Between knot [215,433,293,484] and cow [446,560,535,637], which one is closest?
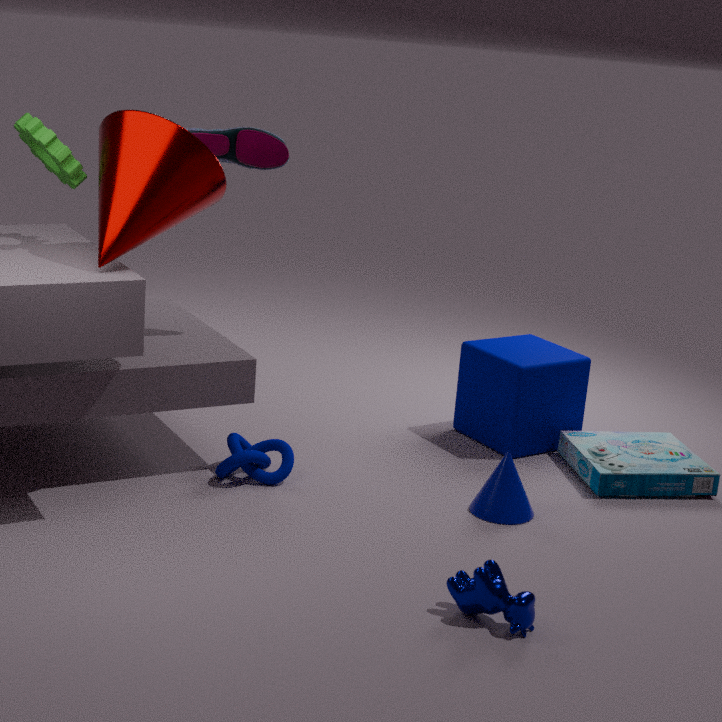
cow [446,560,535,637]
